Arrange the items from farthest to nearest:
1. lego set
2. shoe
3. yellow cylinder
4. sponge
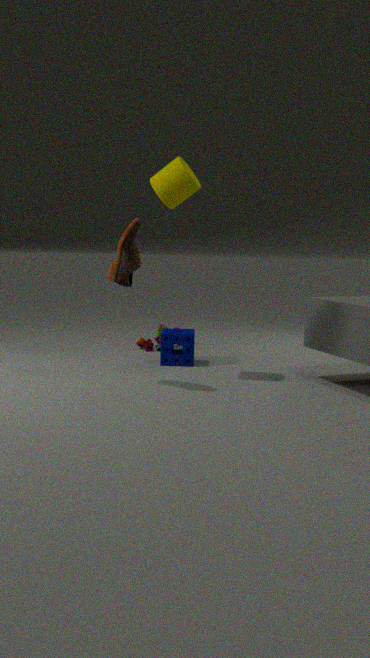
lego set, sponge, yellow cylinder, shoe
